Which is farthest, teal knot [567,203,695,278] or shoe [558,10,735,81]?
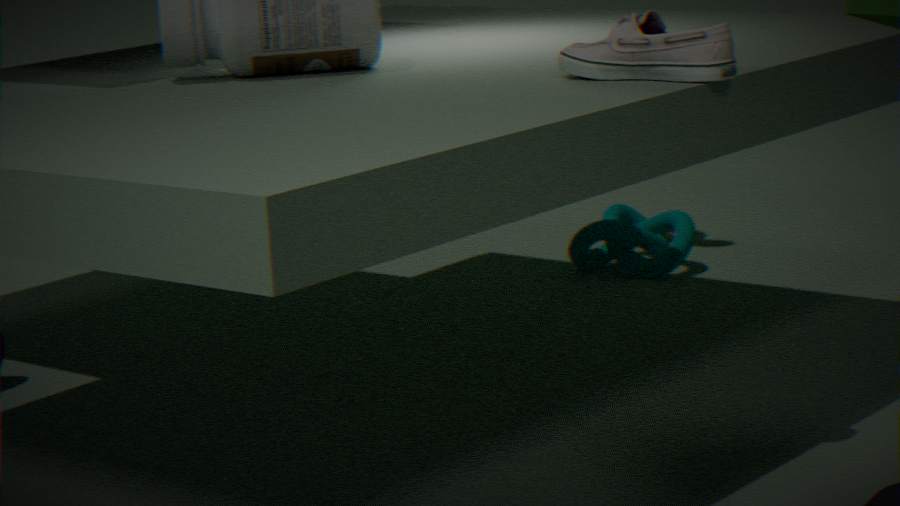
teal knot [567,203,695,278]
